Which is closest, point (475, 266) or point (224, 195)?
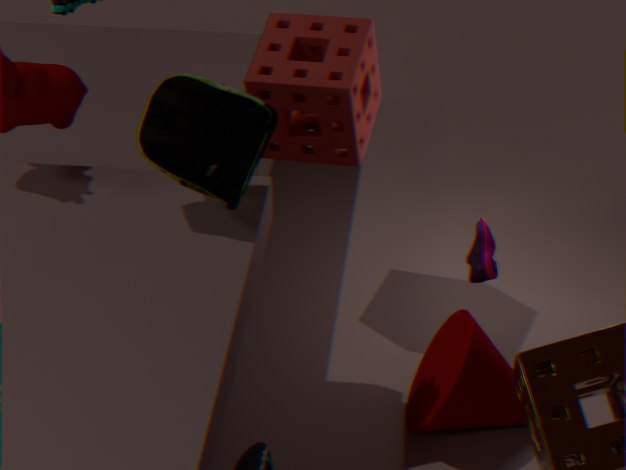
point (224, 195)
